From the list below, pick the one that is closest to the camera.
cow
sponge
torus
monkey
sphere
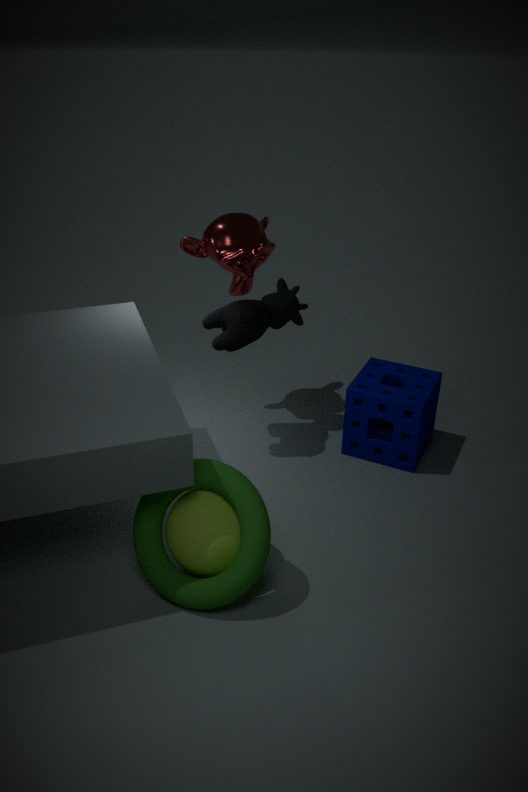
torus
